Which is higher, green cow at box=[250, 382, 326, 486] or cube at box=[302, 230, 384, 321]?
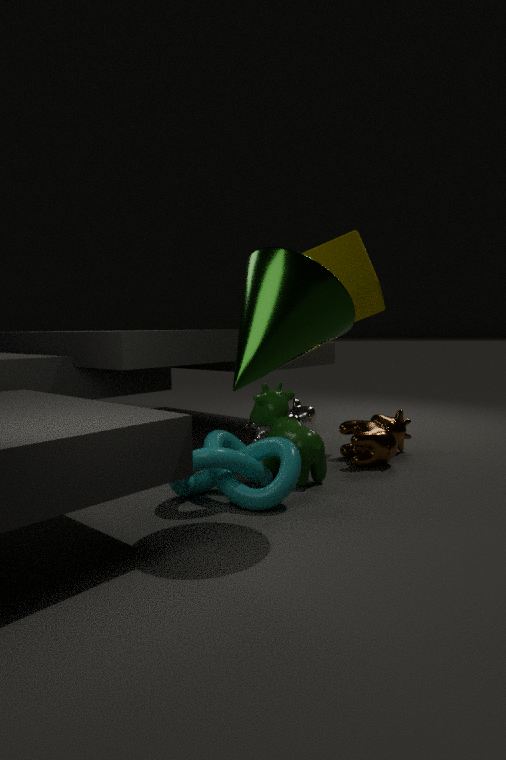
cube at box=[302, 230, 384, 321]
